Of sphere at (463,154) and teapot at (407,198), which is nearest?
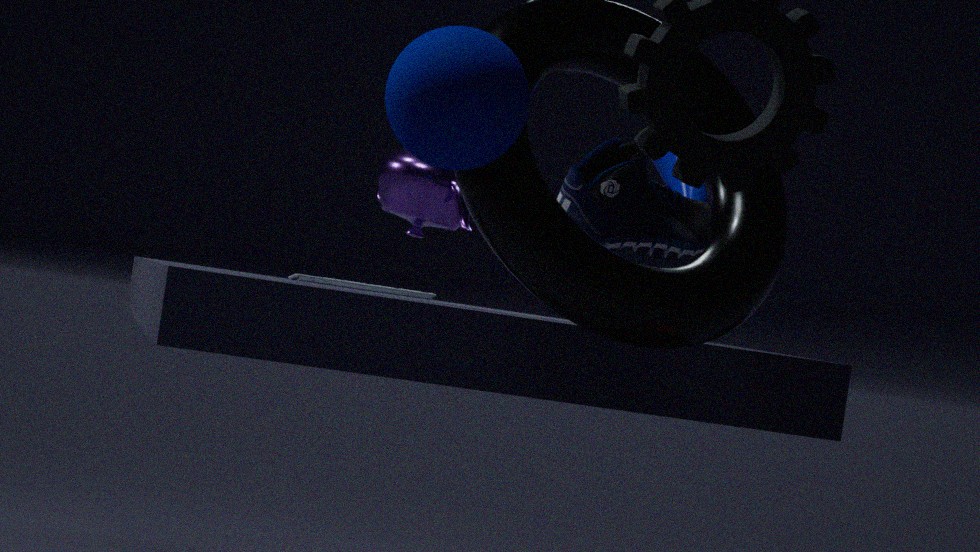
sphere at (463,154)
